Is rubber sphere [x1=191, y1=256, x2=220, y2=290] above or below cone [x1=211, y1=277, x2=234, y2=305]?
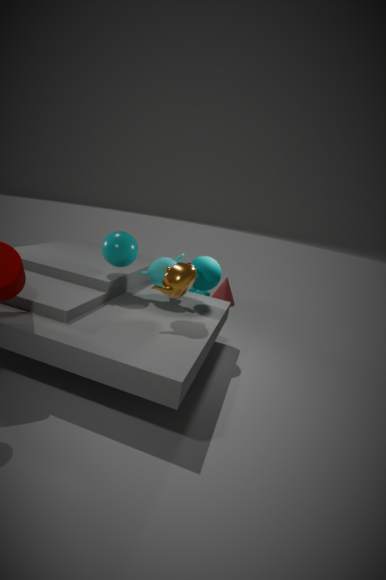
above
